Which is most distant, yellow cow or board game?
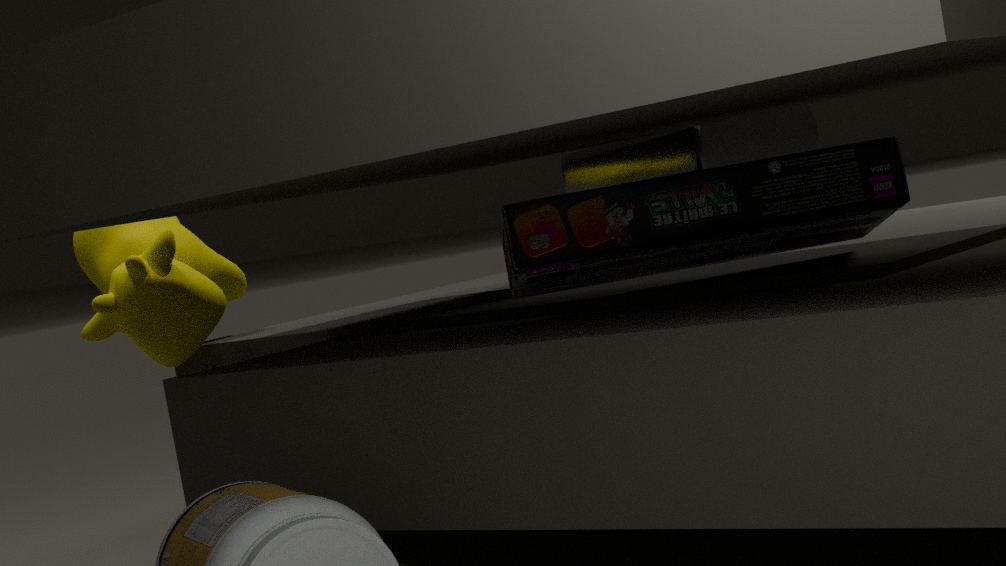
yellow cow
